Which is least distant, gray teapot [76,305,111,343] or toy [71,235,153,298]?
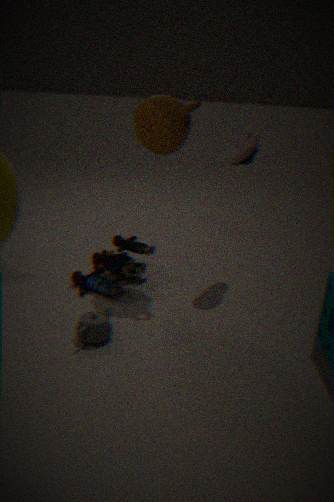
gray teapot [76,305,111,343]
